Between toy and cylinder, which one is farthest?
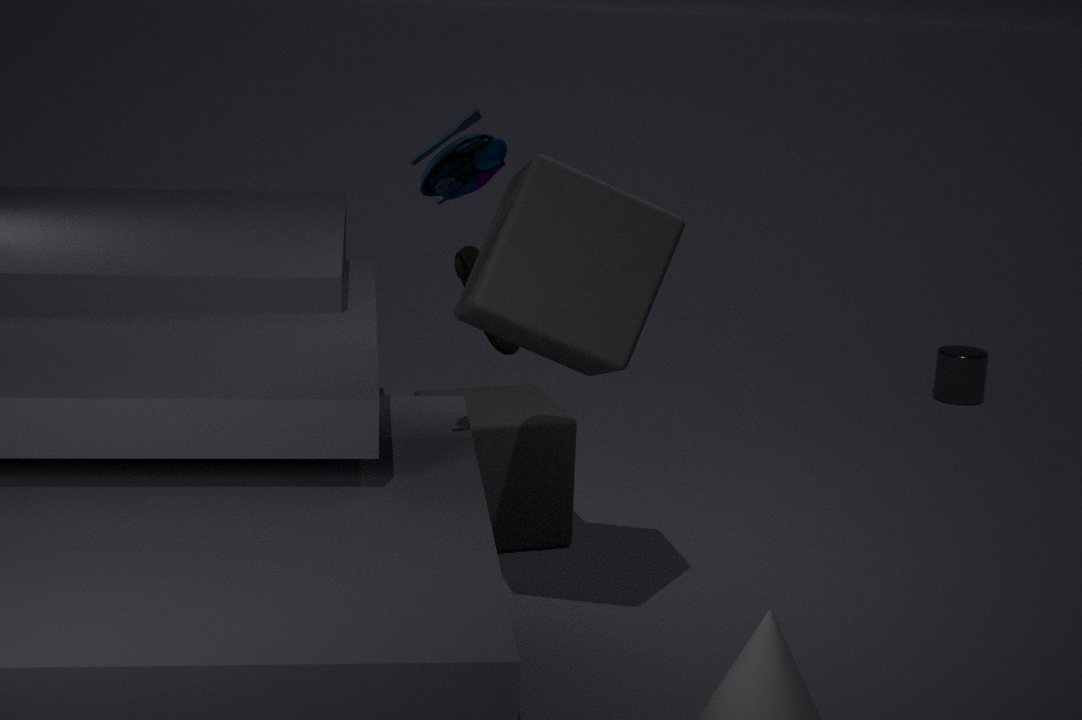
cylinder
